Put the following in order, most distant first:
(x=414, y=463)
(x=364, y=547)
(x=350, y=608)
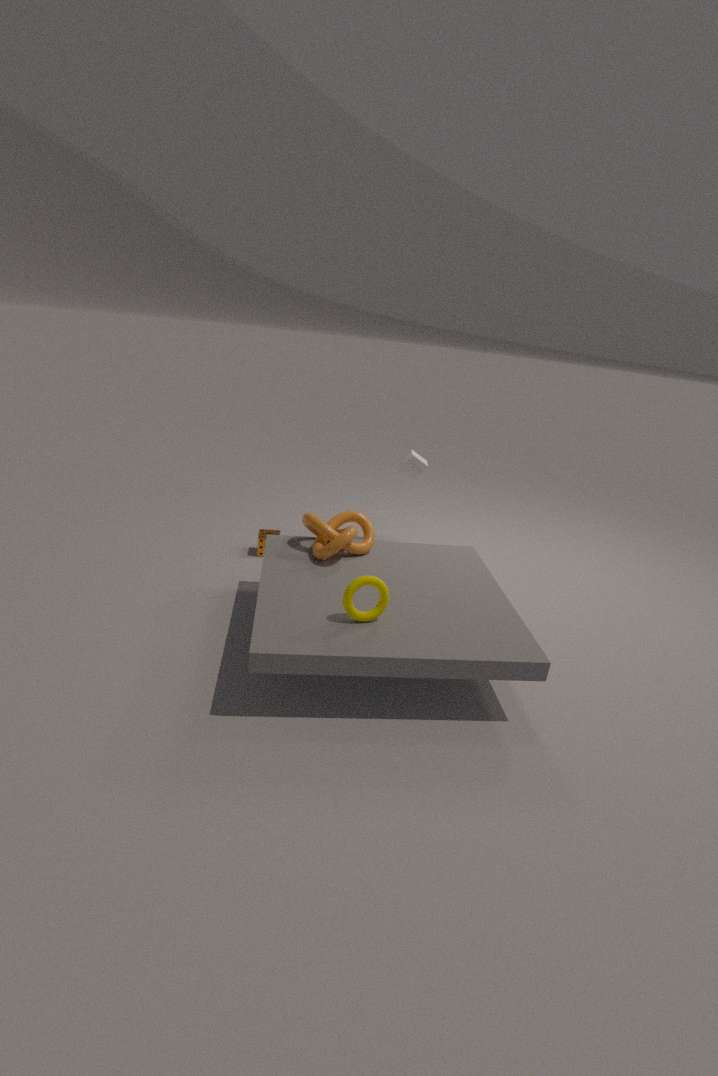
1. (x=414, y=463)
2. (x=364, y=547)
3. (x=350, y=608)
